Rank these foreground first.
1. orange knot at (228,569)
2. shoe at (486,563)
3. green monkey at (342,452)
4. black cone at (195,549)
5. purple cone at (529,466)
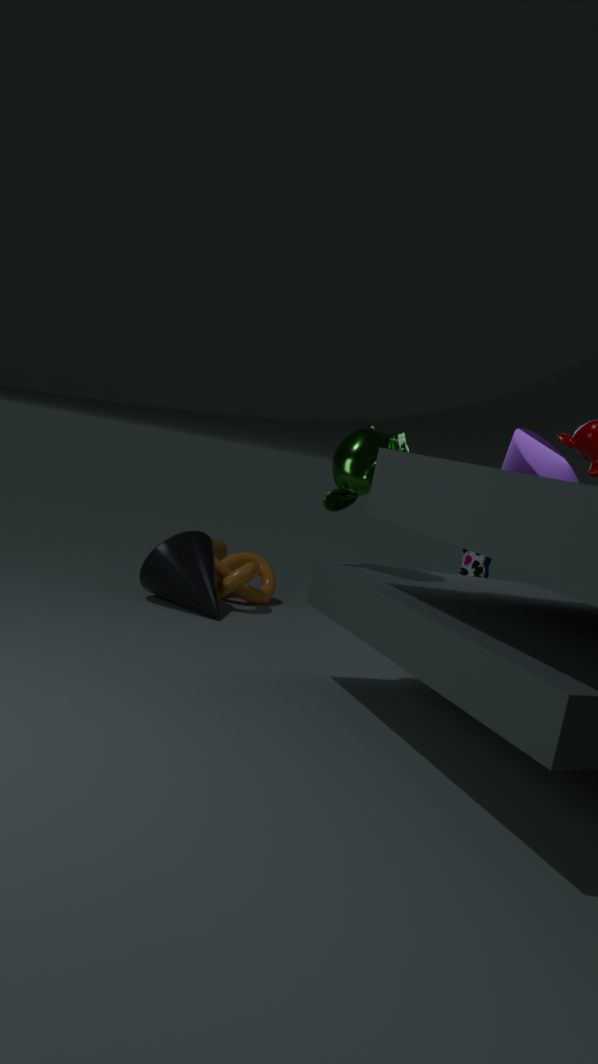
green monkey at (342,452)
purple cone at (529,466)
shoe at (486,563)
black cone at (195,549)
orange knot at (228,569)
